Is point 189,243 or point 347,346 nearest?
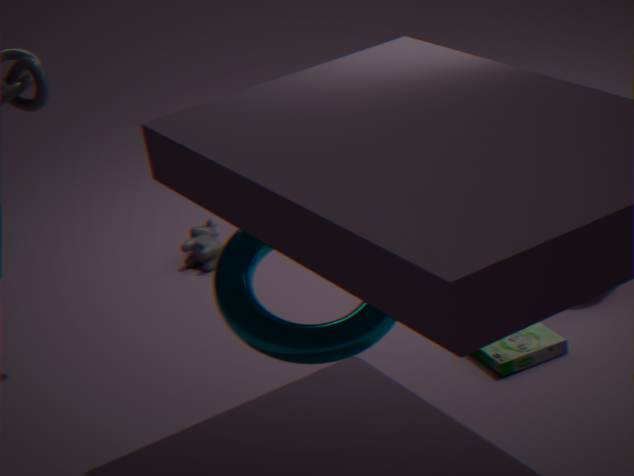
point 347,346
